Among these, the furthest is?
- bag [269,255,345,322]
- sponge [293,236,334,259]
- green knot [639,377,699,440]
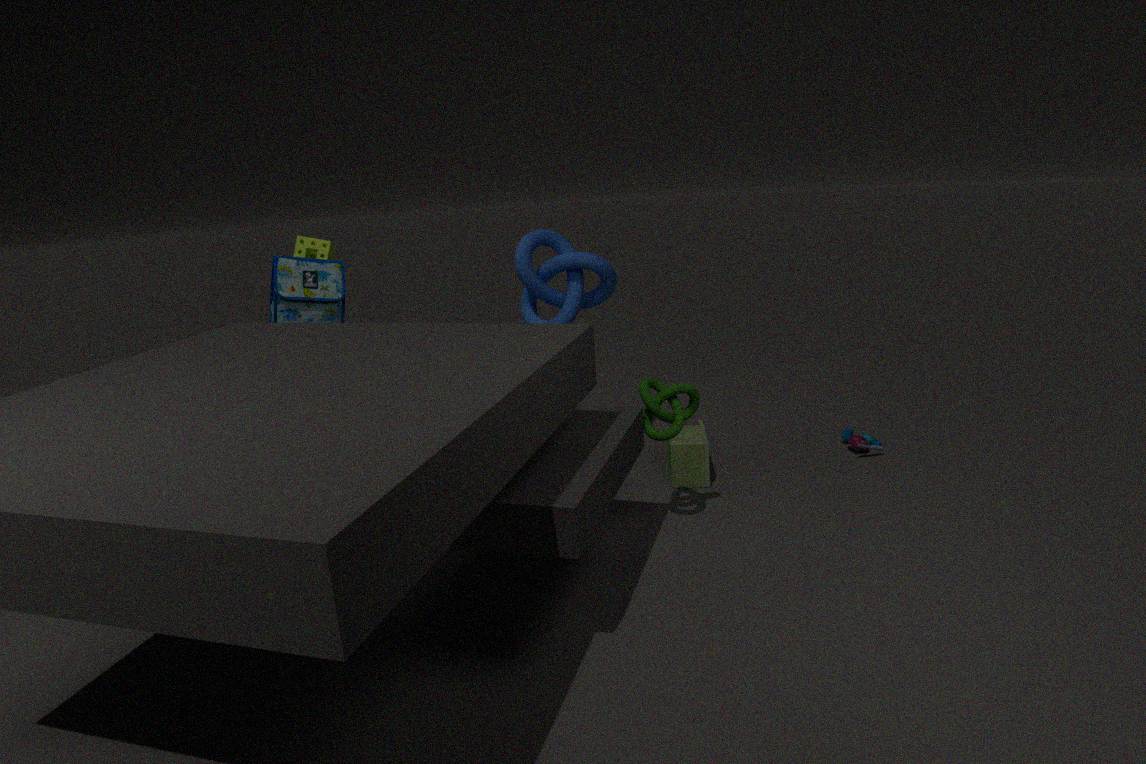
sponge [293,236,334,259]
